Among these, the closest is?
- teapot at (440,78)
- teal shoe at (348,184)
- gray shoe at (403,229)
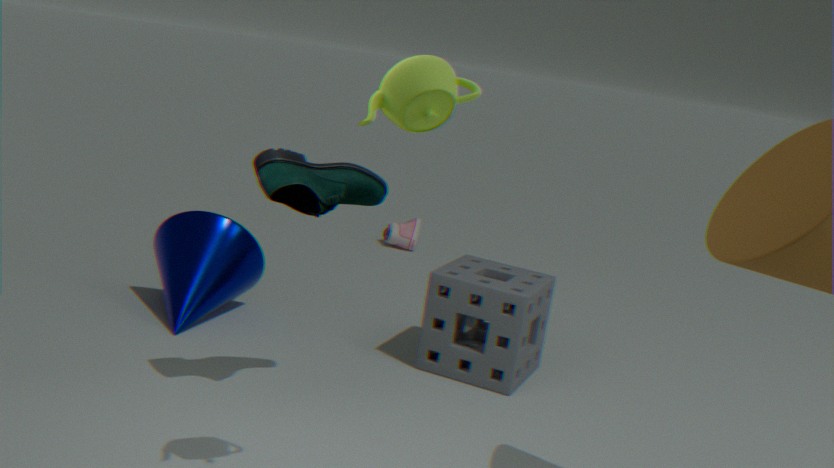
teapot at (440,78)
